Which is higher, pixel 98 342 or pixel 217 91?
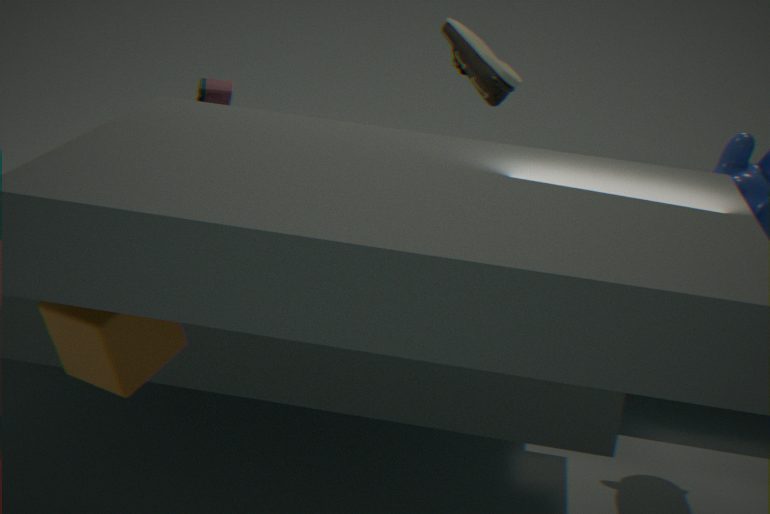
pixel 98 342
